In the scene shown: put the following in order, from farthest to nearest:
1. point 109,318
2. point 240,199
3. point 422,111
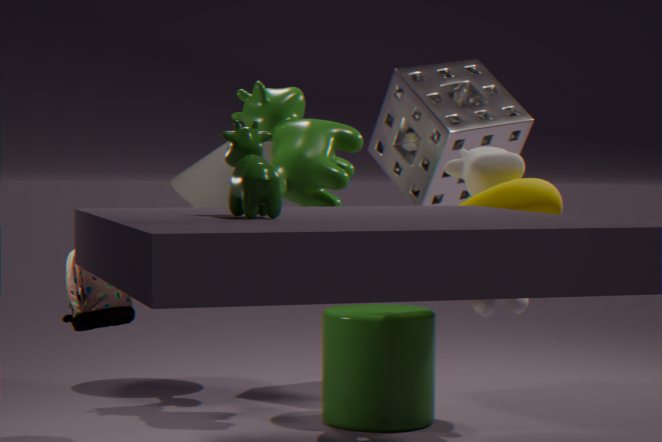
1. point 422,111
2. point 109,318
3. point 240,199
